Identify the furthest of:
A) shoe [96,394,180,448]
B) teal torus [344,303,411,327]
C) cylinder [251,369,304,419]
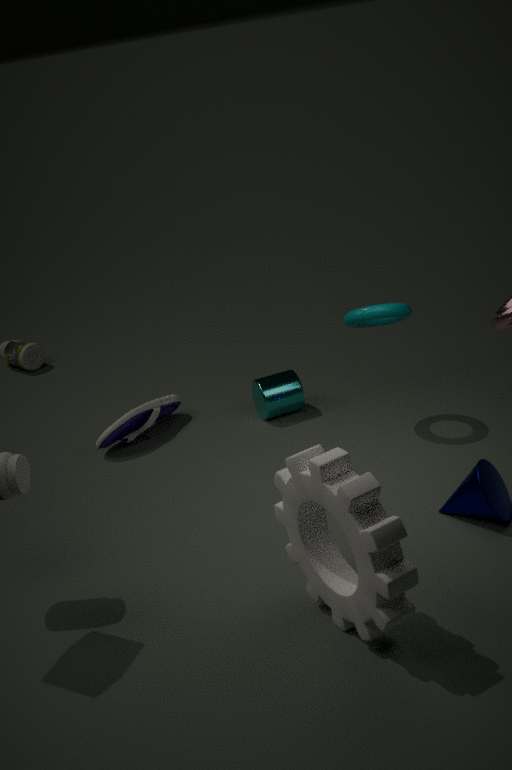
cylinder [251,369,304,419]
